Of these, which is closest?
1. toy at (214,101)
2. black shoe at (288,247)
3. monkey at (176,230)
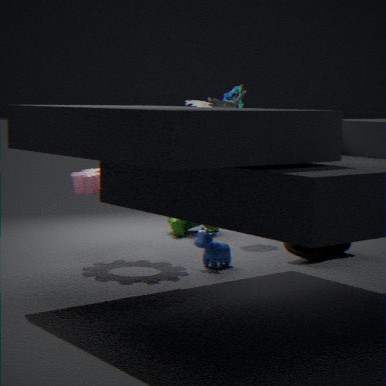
toy at (214,101)
